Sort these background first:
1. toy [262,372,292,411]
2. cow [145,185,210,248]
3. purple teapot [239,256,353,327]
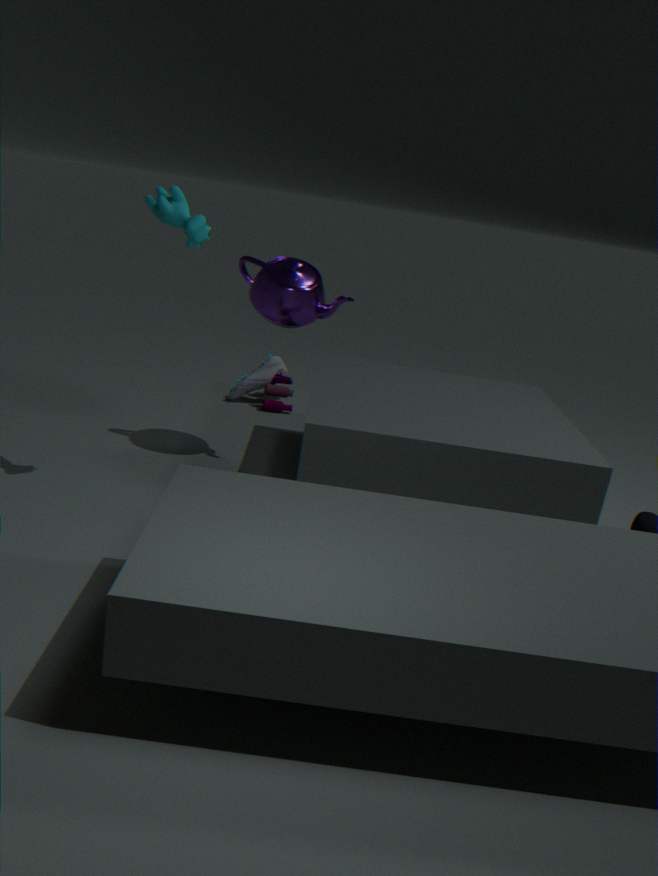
toy [262,372,292,411] < purple teapot [239,256,353,327] < cow [145,185,210,248]
